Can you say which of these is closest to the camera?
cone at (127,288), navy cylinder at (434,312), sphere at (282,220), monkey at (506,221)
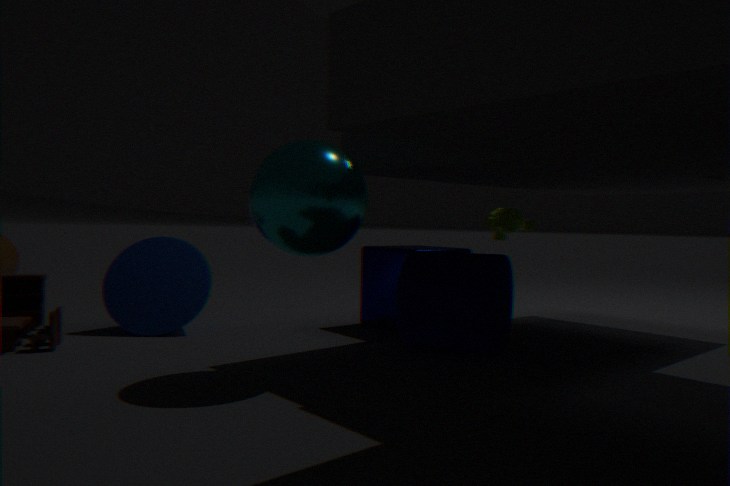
sphere at (282,220)
